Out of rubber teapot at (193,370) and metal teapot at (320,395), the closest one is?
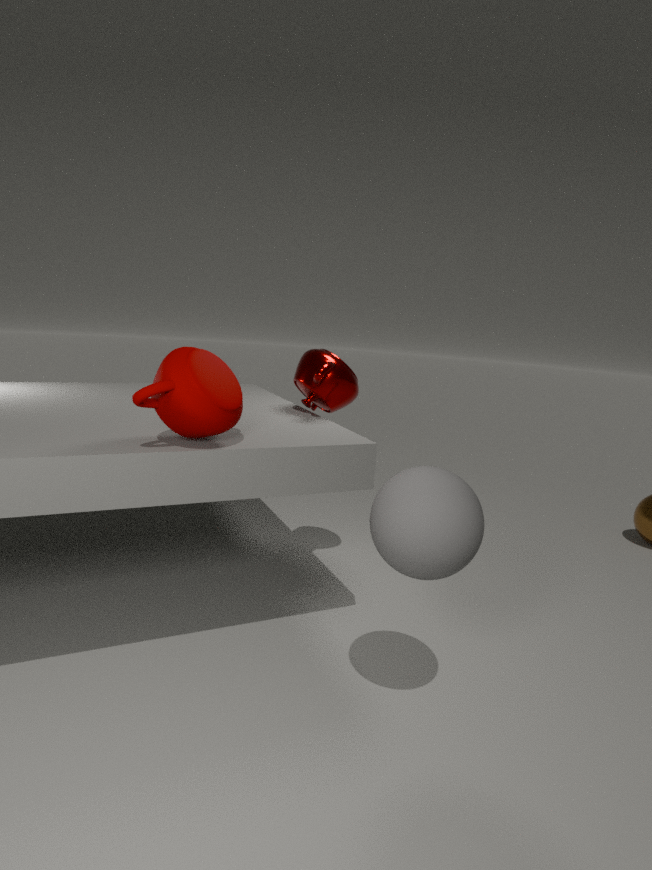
rubber teapot at (193,370)
